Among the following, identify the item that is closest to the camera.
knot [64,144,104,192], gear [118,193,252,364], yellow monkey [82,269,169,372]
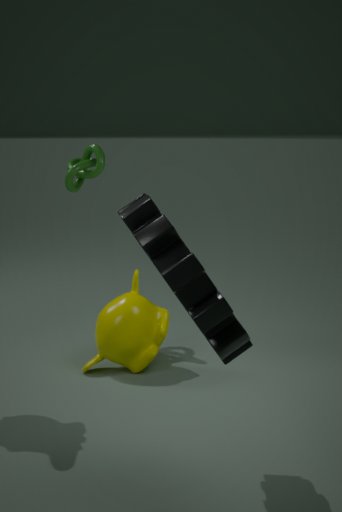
gear [118,193,252,364]
